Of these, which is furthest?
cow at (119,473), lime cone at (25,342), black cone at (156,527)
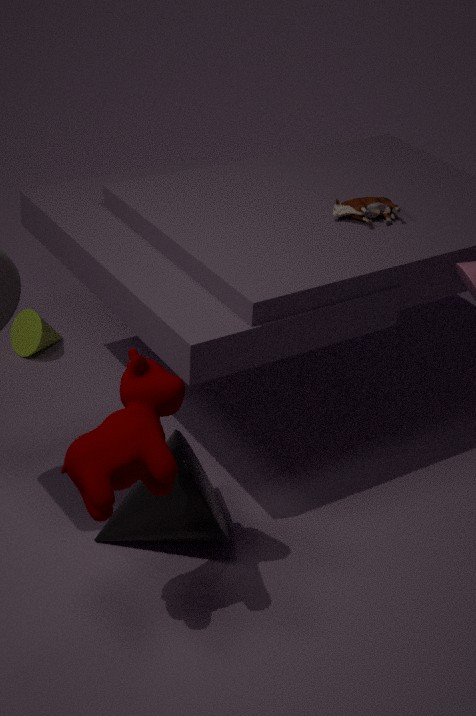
lime cone at (25,342)
